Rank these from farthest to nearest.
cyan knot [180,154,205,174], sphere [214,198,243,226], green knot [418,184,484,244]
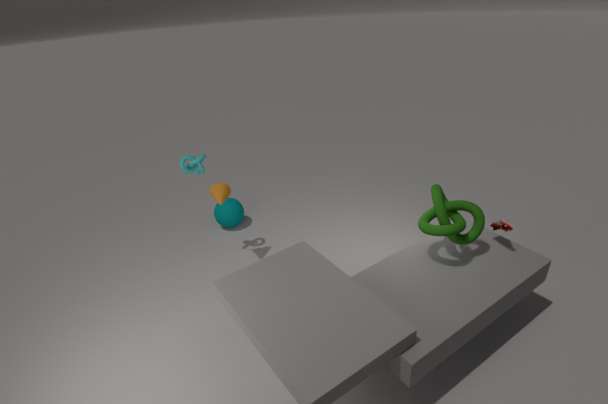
sphere [214,198,243,226] < cyan knot [180,154,205,174] < green knot [418,184,484,244]
